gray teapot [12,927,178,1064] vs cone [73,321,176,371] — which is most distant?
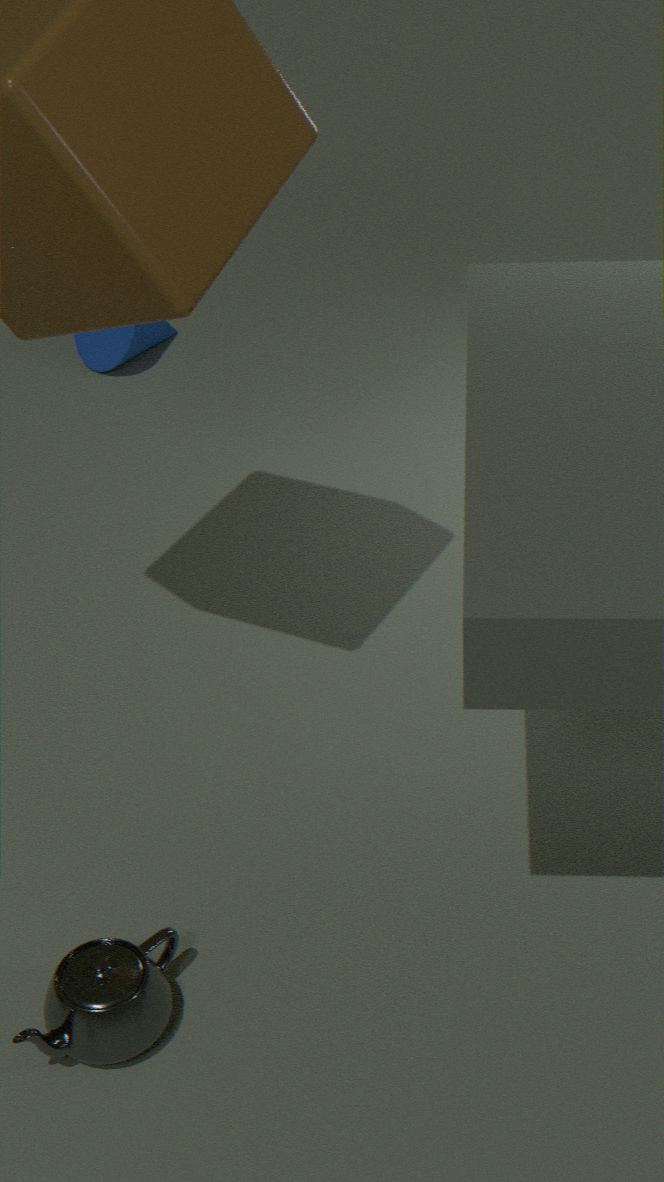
cone [73,321,176,371]
